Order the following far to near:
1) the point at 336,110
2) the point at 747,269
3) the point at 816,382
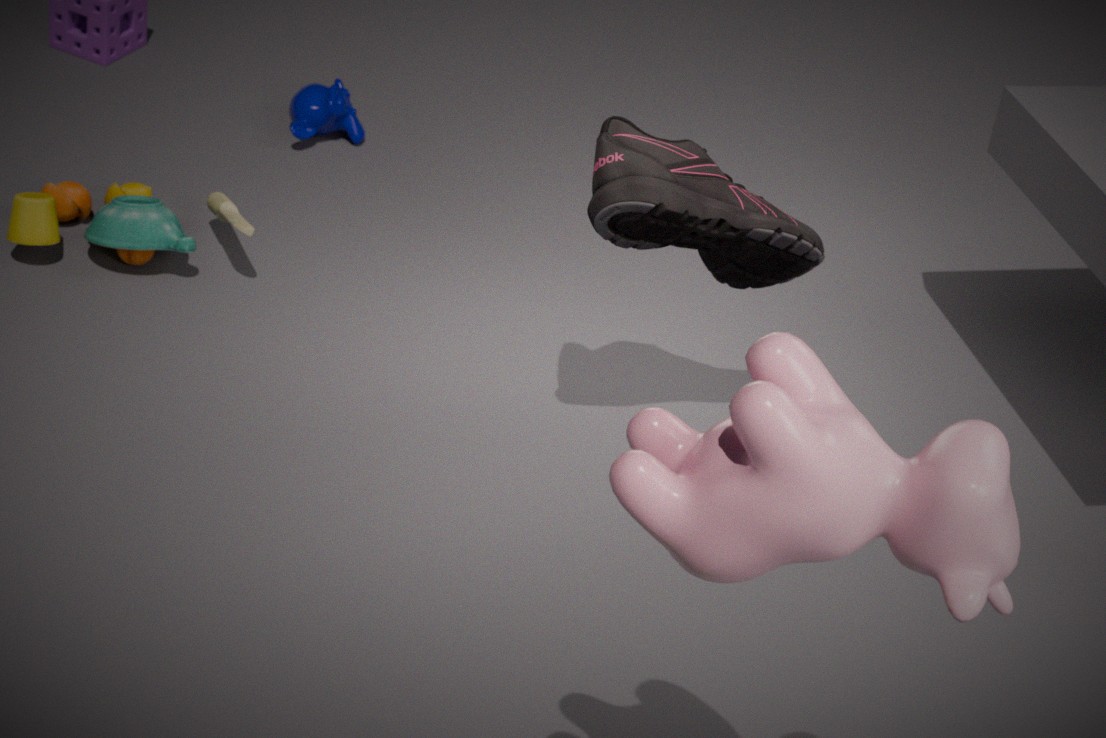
1. the point at 336,110, 2. the point at 747,269, 3. the point at 816,382
